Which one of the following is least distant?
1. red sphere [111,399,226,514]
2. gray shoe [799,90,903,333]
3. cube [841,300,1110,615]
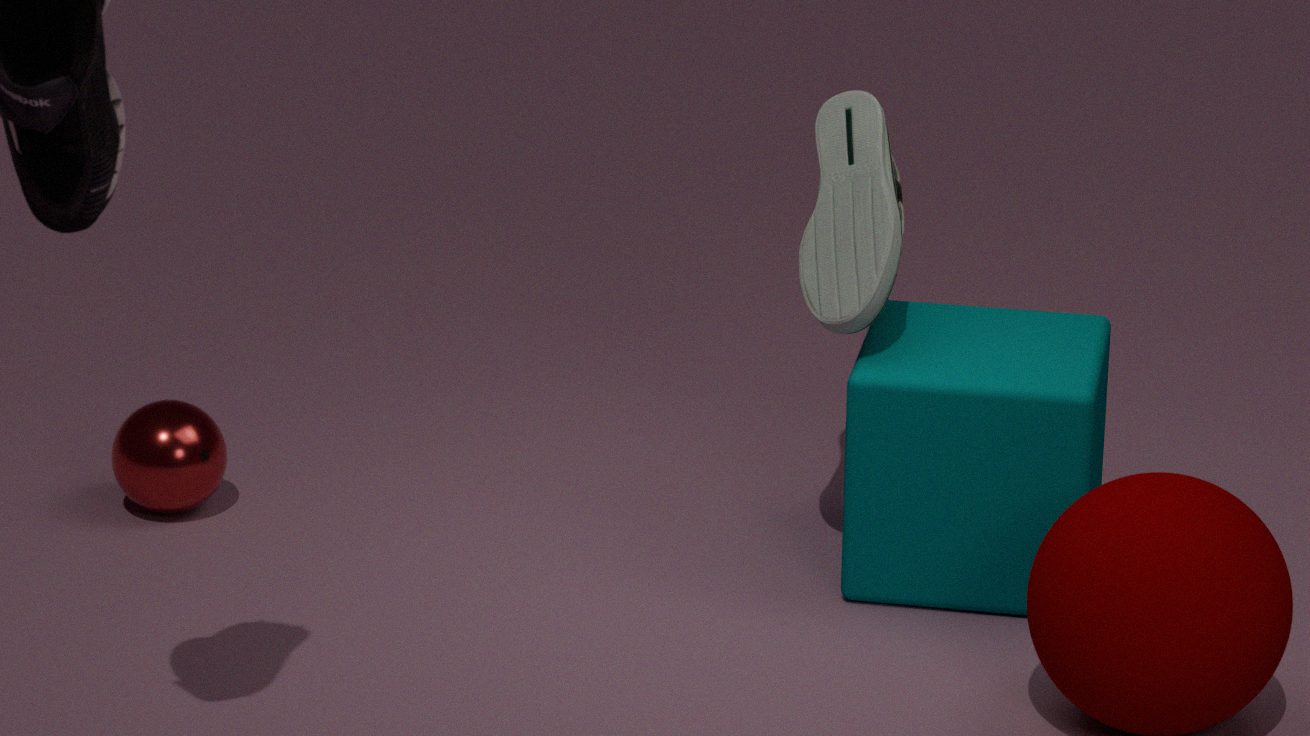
cube [841,300,1110,615]
